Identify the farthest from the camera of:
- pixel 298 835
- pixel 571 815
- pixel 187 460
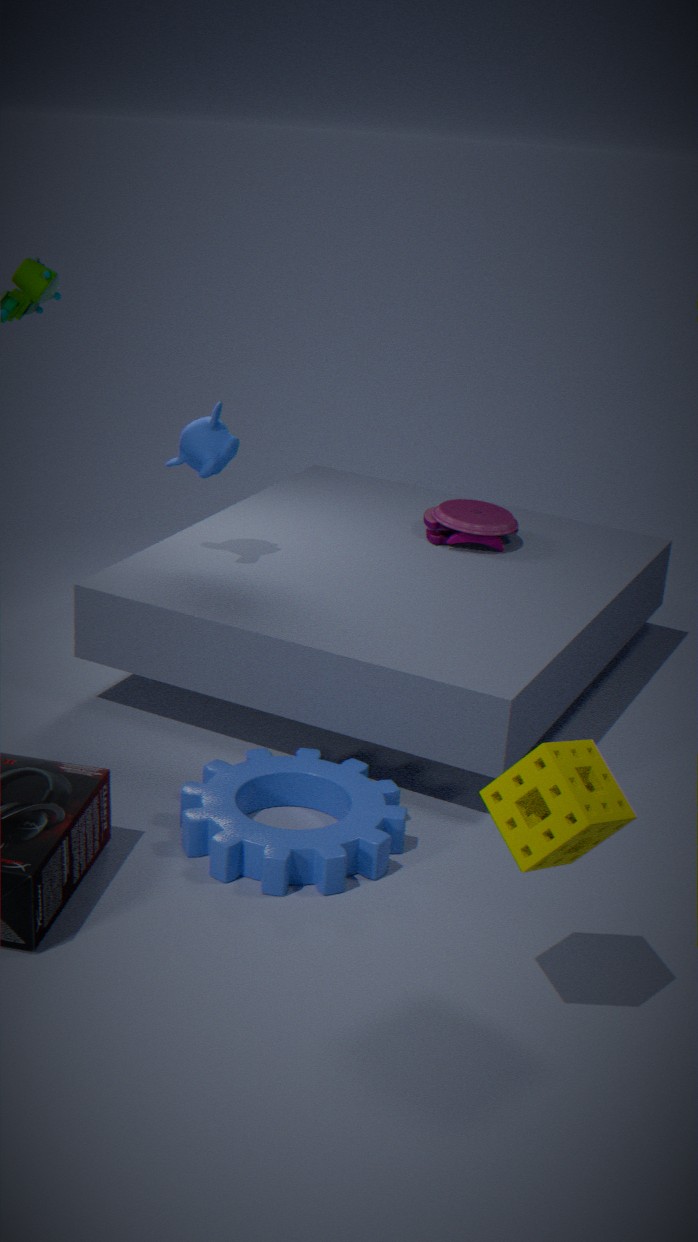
pixel 187 460
